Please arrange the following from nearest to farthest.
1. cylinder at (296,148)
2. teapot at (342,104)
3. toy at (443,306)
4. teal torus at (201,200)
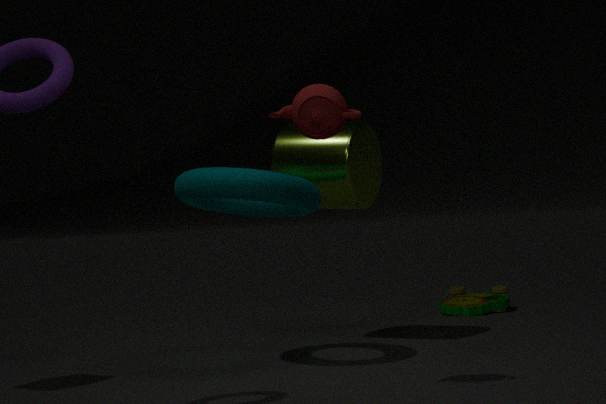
1. teapot at (342,104)
2. teal torus at (201,200)
3. cylinder at (296,148)
4. toy at (443,306)
